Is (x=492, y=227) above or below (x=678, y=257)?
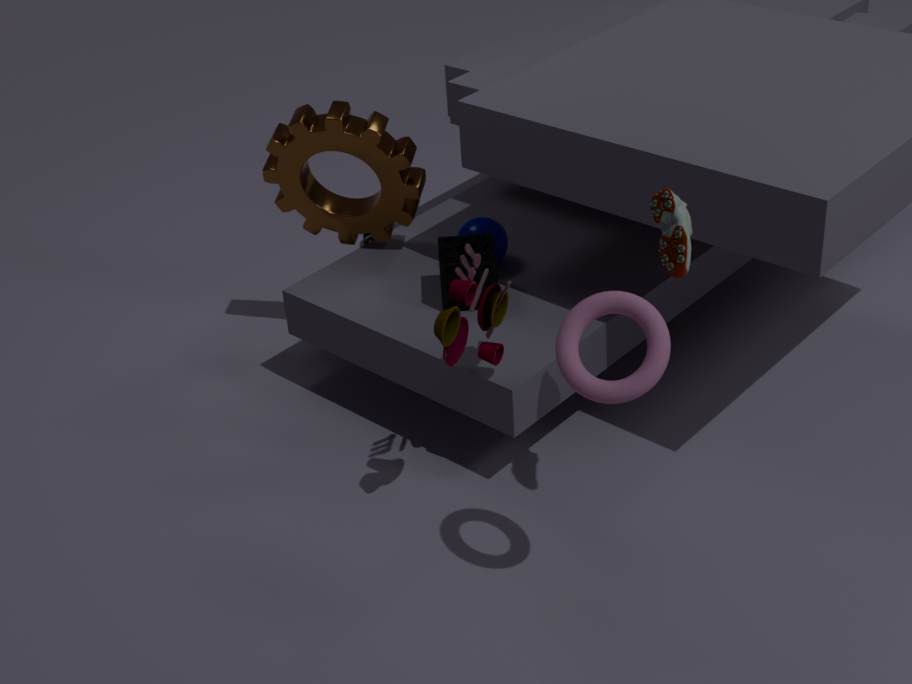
below
